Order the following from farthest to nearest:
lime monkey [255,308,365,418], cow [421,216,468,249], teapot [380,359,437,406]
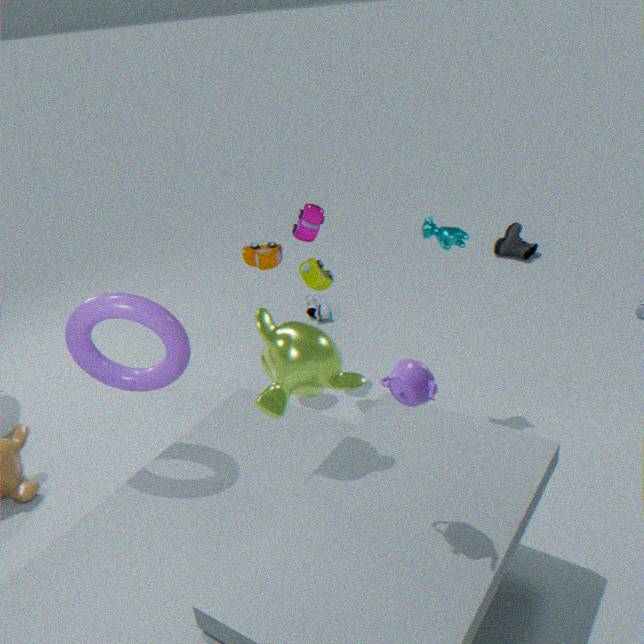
cow [421,216,468,249] < lime monkey [255,308,365,418] < teapot [380,359,437,406]
